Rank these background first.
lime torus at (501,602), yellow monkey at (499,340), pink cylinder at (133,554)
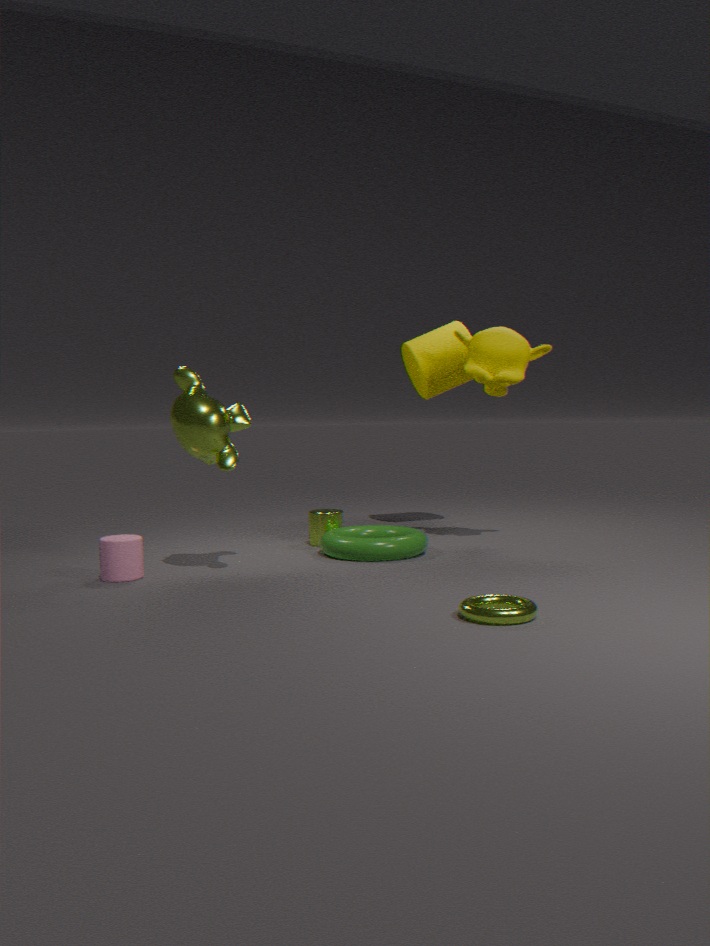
yellow monkey at (499,340), pink cylinder at (133,554), lime torus at (501,602)
